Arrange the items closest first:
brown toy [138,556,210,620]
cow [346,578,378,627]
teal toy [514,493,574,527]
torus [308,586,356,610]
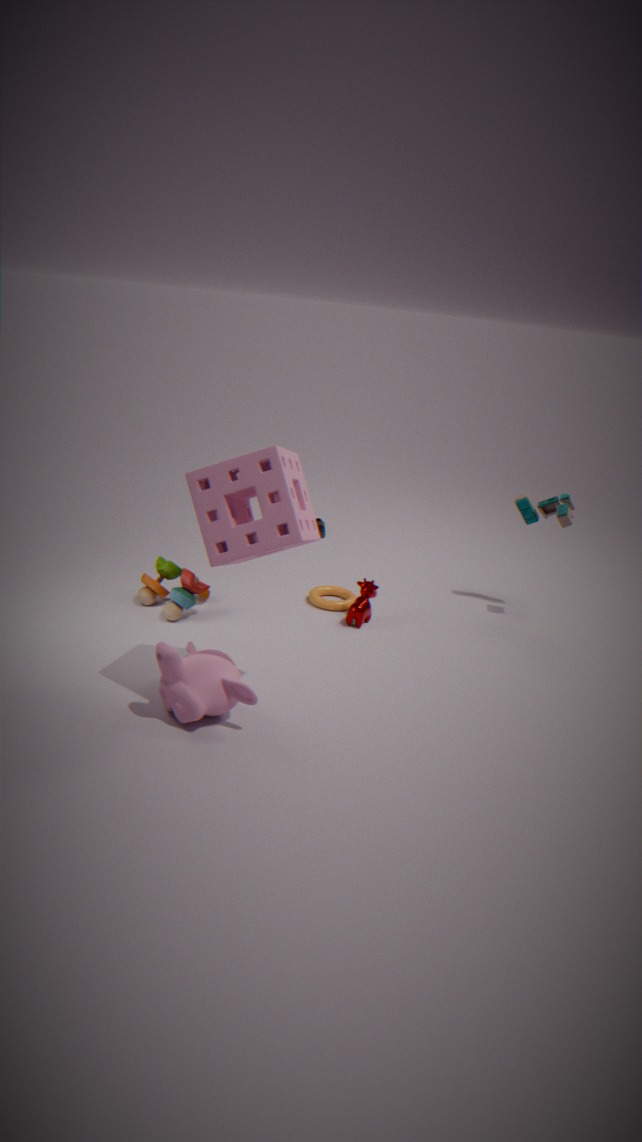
brown toy [138,556,210,620], cow [346,578,378,627], teal toy [514,493,574,527], torus [308,586,356,610]
